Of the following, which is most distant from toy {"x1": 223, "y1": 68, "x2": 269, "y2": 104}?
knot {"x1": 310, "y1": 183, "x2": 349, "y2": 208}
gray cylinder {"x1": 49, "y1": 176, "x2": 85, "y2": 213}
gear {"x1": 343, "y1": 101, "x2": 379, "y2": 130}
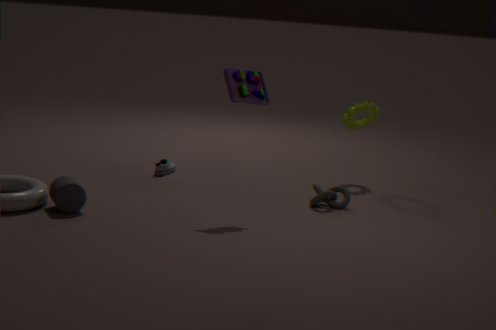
gear {"x1": 343, "y1": 101, "x2": 379, "y2": 130}
